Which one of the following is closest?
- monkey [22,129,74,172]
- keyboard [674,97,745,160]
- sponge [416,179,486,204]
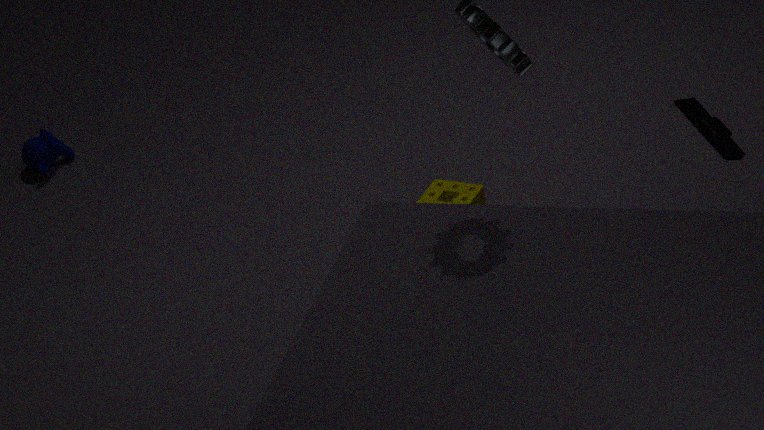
keyboard [674,97,745,160]
